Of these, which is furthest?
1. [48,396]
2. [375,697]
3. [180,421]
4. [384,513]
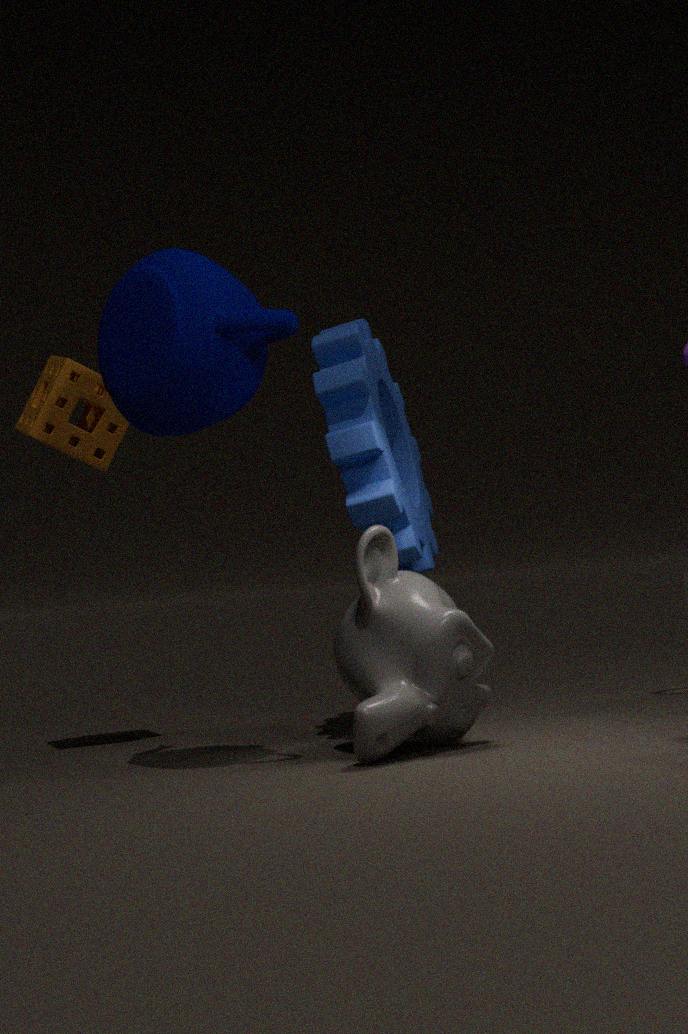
[48,396]
